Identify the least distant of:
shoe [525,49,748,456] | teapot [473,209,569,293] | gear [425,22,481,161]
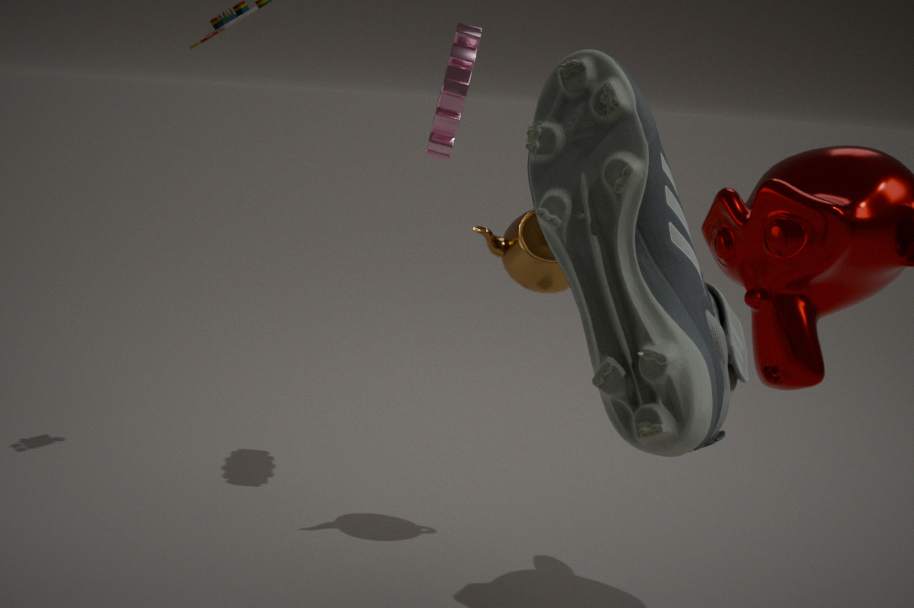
shoe [525,49,748,456]
